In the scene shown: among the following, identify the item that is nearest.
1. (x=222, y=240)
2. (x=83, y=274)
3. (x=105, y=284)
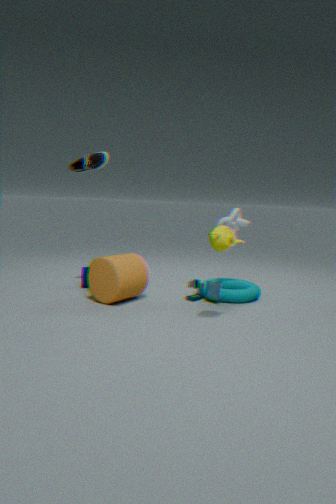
(x=222, y=240)
